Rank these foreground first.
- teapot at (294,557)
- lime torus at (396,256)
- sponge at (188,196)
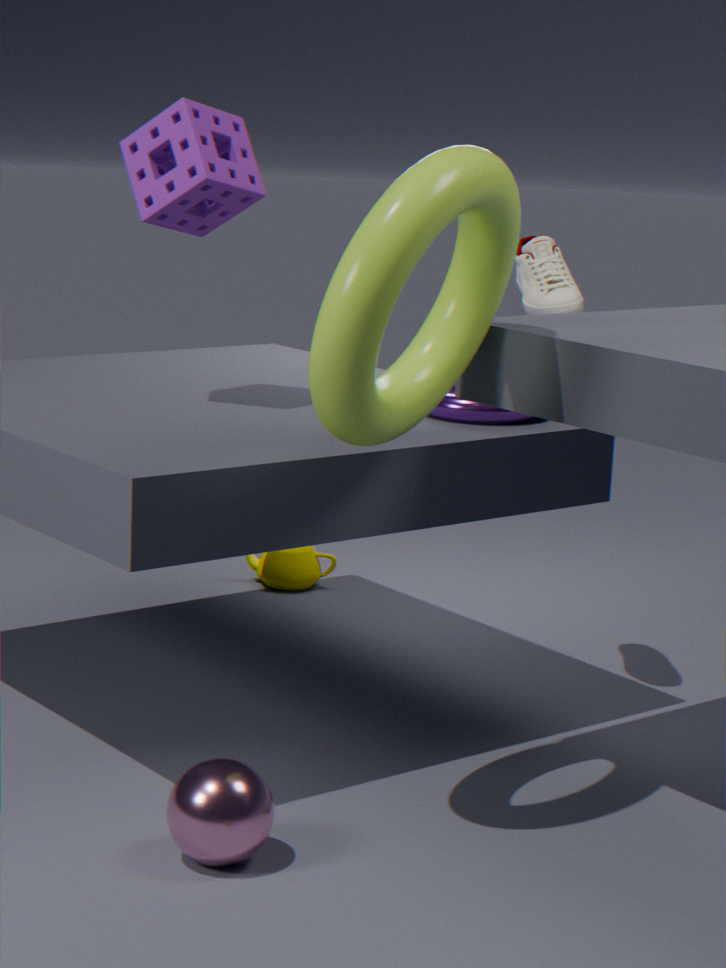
lime torus at (396,256)
sponge at (188,196)
teapot at (294,557)
